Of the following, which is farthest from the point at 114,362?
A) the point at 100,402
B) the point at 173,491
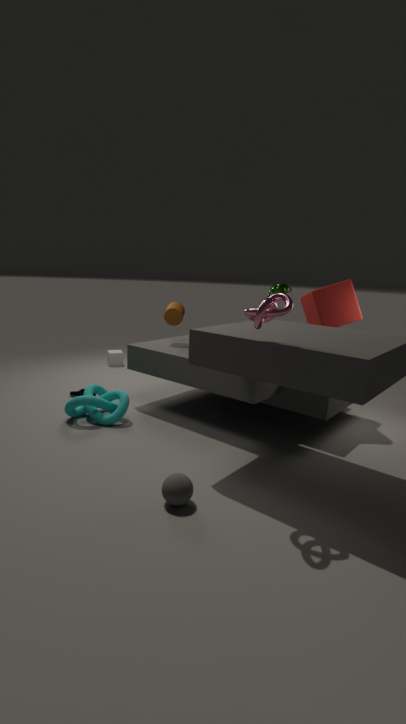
the point at 173,491
